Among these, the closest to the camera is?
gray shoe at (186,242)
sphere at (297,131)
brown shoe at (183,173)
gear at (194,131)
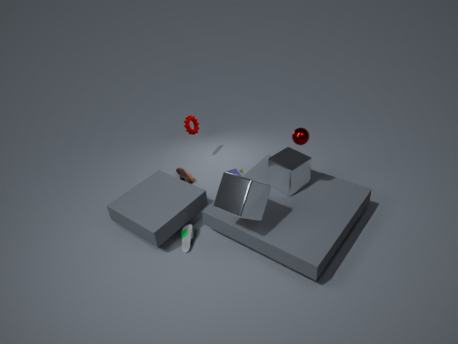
sphere at (297,131)
